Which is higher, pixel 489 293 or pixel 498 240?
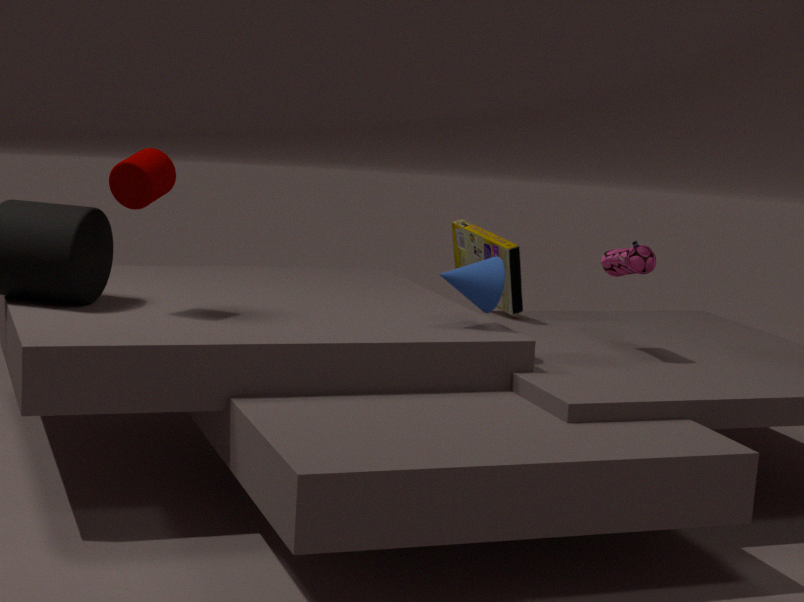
pixel 489 293
